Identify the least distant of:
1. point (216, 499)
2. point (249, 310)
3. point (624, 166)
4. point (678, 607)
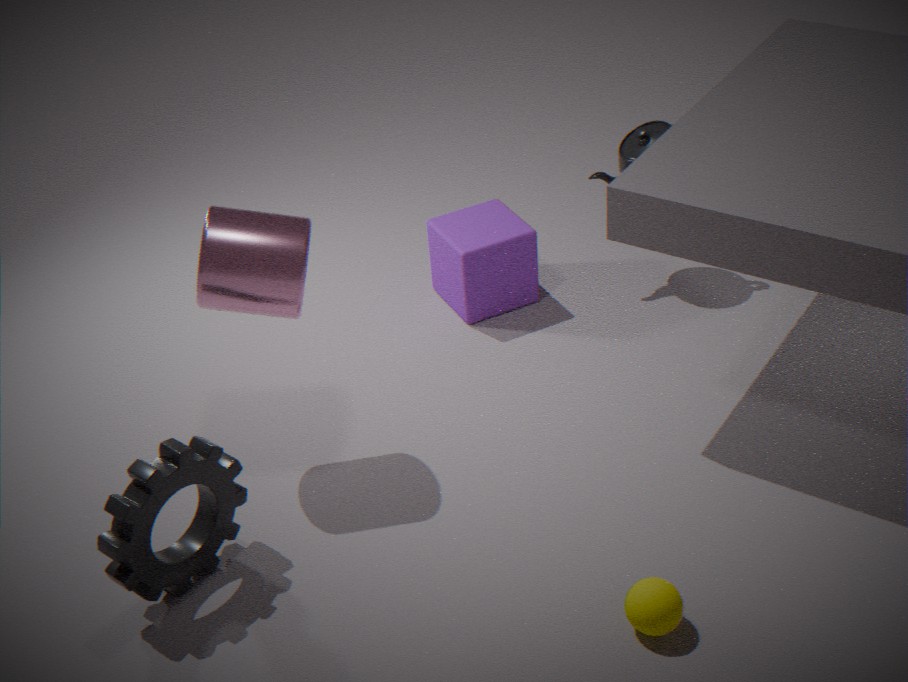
point (678, 607)
